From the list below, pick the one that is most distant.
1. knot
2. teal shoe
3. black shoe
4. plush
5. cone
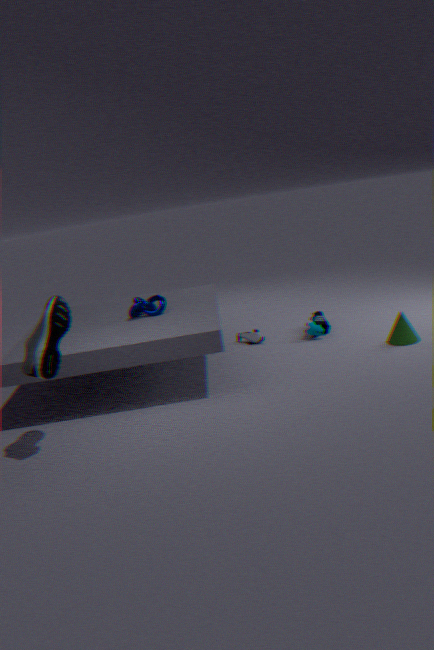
plush
